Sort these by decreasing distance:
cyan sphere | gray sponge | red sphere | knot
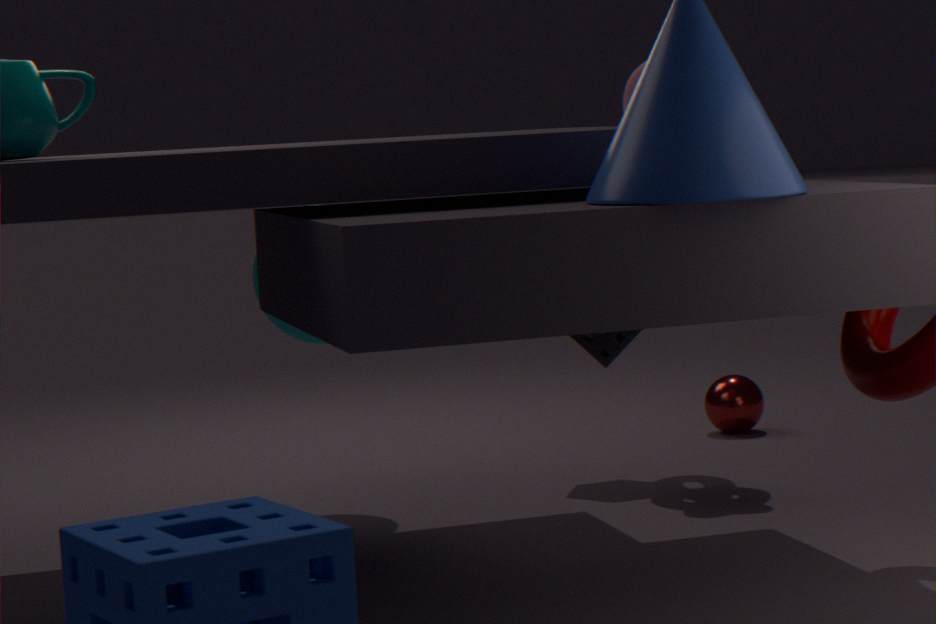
red sphere < knot < gray sponge < cyan sphere
